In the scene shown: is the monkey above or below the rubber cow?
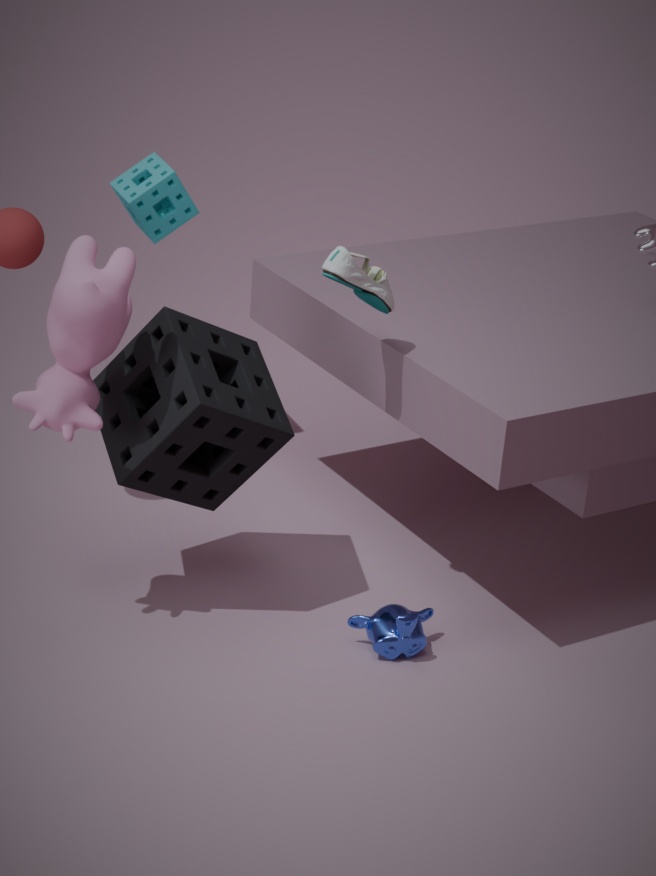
below
